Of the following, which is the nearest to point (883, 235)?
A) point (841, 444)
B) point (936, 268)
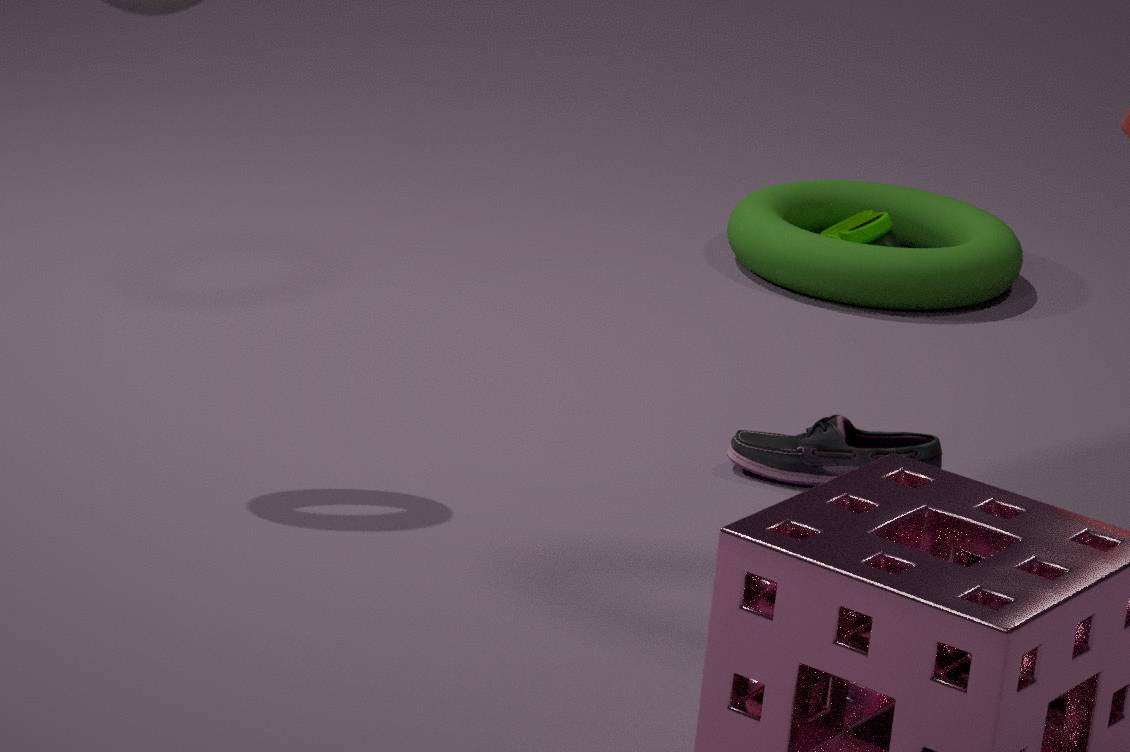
point (936, 268)
